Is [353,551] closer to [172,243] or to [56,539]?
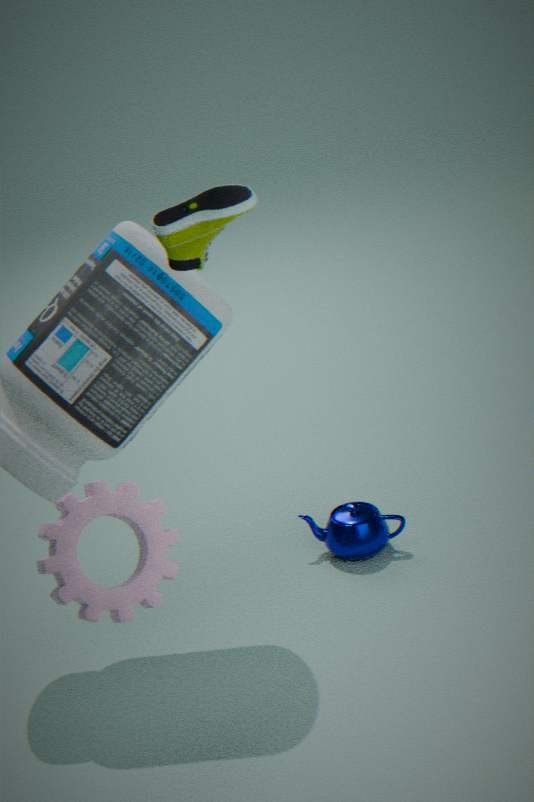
[56,539]
